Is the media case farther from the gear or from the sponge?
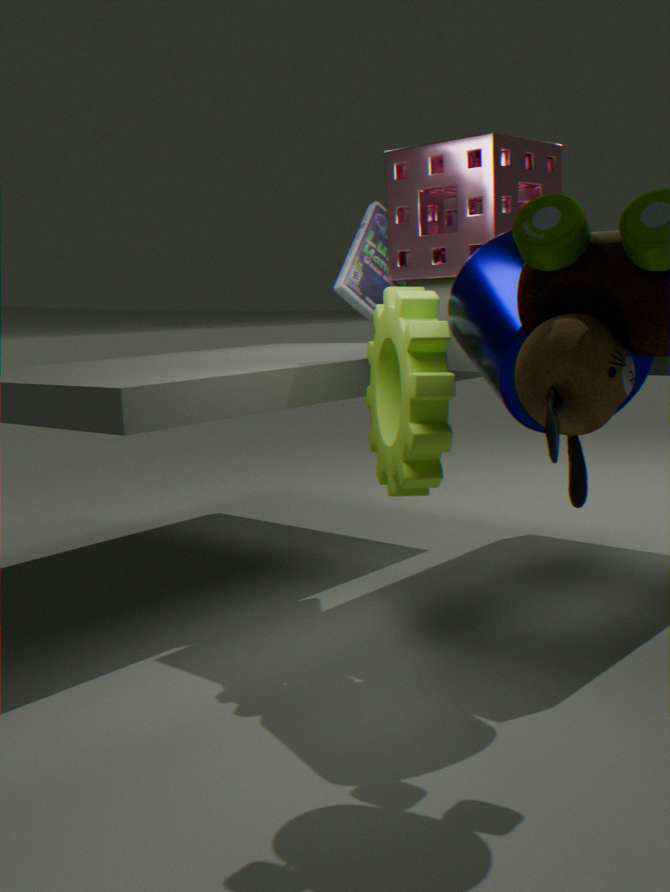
the gear
